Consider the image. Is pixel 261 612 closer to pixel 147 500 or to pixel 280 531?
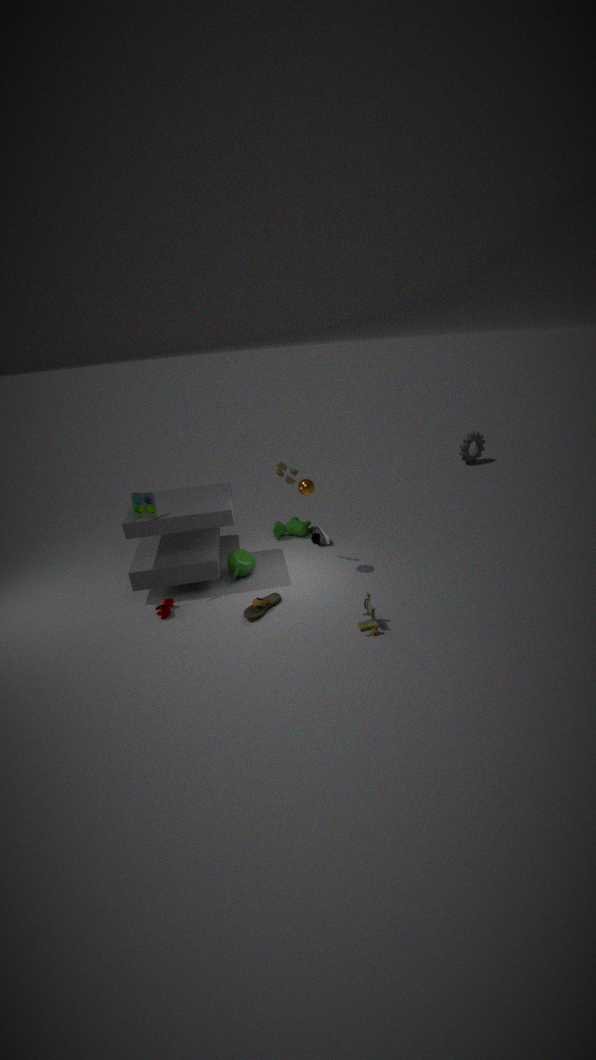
pixel 147 500
